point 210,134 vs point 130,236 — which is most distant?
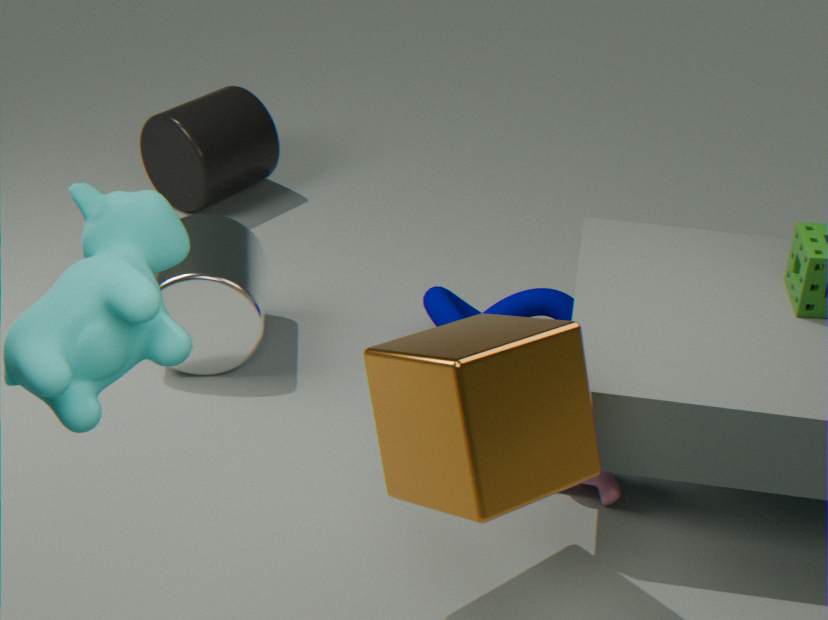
point 210,134
